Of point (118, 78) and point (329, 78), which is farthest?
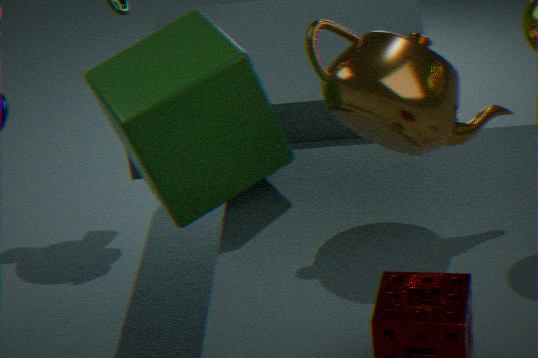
point (118, 78)
